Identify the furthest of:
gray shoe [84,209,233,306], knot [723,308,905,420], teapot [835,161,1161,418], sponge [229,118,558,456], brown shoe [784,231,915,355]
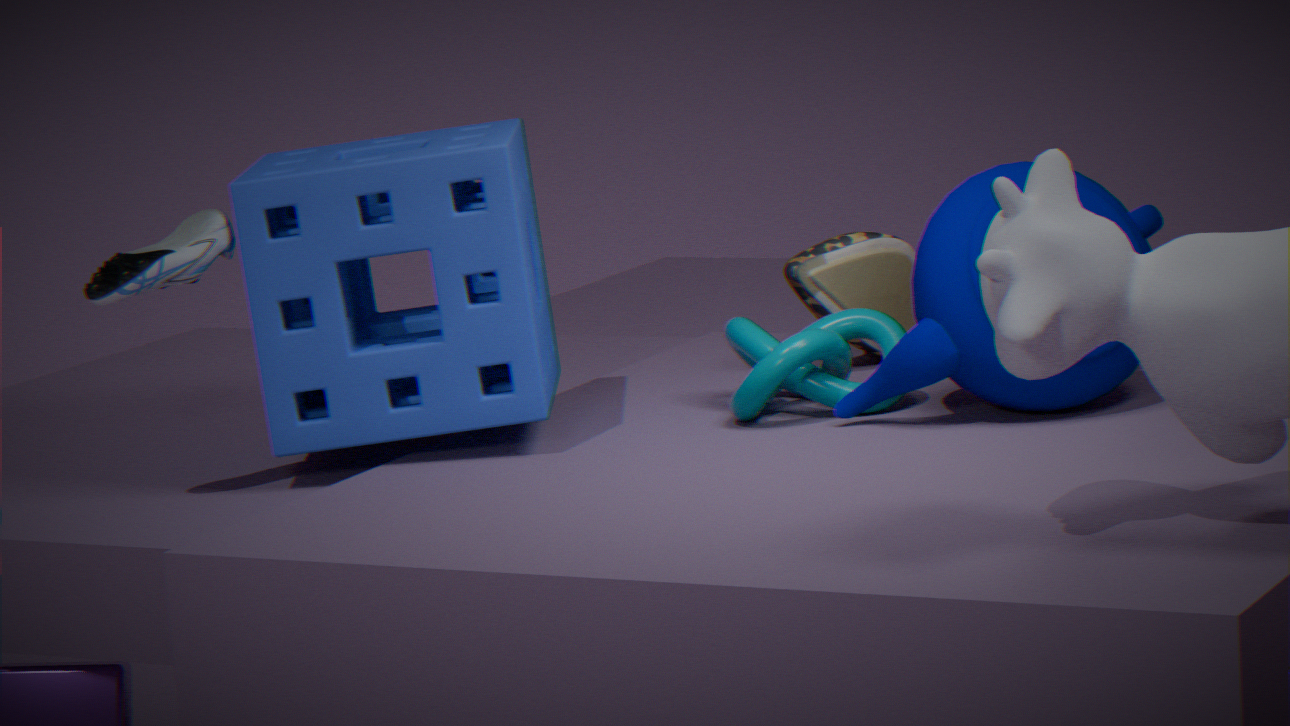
brown shoe [784,231,915,355]
